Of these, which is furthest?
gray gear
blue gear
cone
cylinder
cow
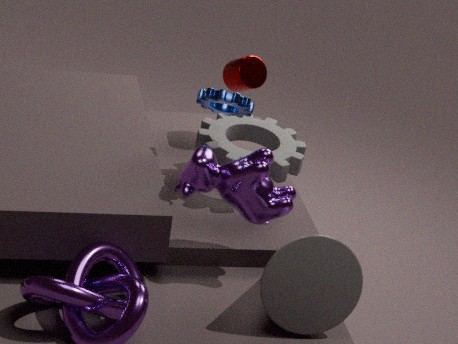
cylinder
